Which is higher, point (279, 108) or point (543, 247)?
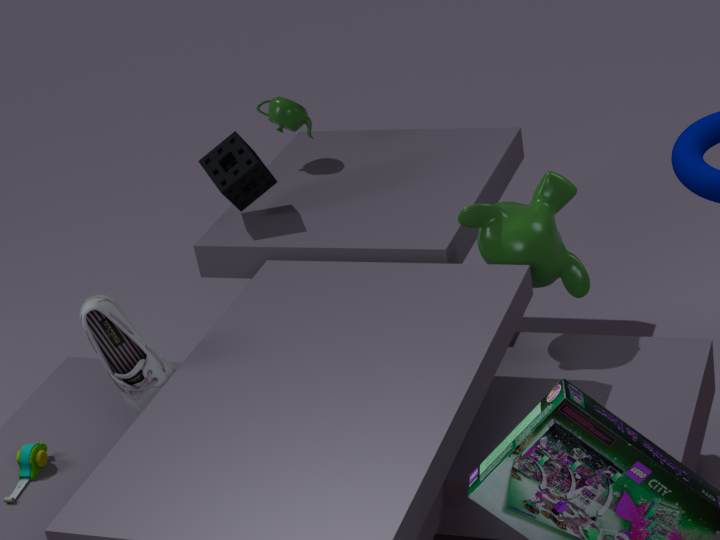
point (279, 108)
